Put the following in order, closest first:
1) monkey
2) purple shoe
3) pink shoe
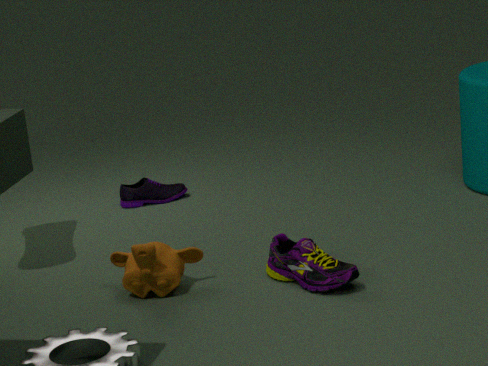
1. 3. pink shoe
2. 1. monkey
3. 2. purple shoe
